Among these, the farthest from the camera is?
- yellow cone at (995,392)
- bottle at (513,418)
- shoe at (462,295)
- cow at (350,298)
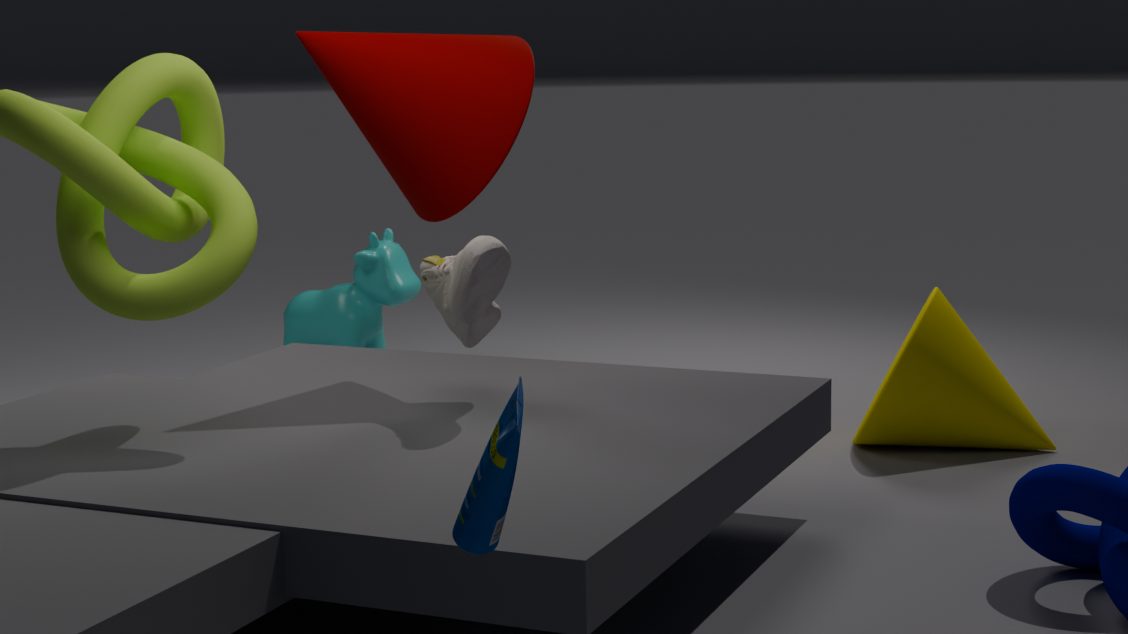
cow at (350,298)
